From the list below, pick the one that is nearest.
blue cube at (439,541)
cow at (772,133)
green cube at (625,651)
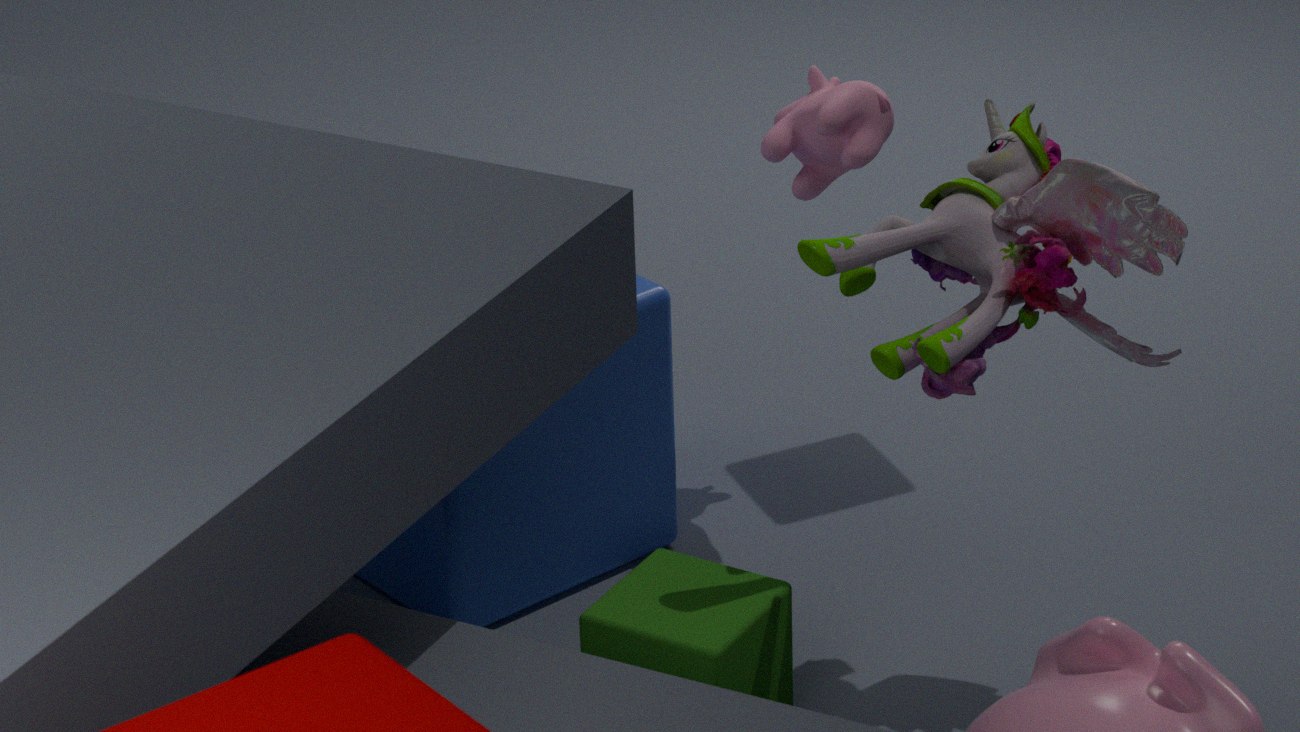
green cube at (625,651)
